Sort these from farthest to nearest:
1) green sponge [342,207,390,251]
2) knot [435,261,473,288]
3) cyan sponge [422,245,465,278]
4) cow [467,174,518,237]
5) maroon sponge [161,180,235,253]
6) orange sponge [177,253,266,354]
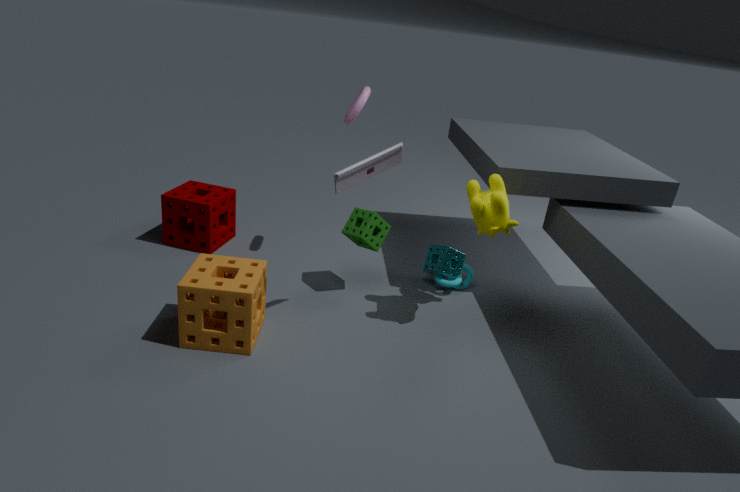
5. maroon sponge [161,180,235,253]
3. cyan sponge [422,245,465,278]
2. knot [435,261,473,288]
1. green sponge [342,207,390,251]
4. cow [467,174,518,237]
6. orange sponge [177,253,266,354]
